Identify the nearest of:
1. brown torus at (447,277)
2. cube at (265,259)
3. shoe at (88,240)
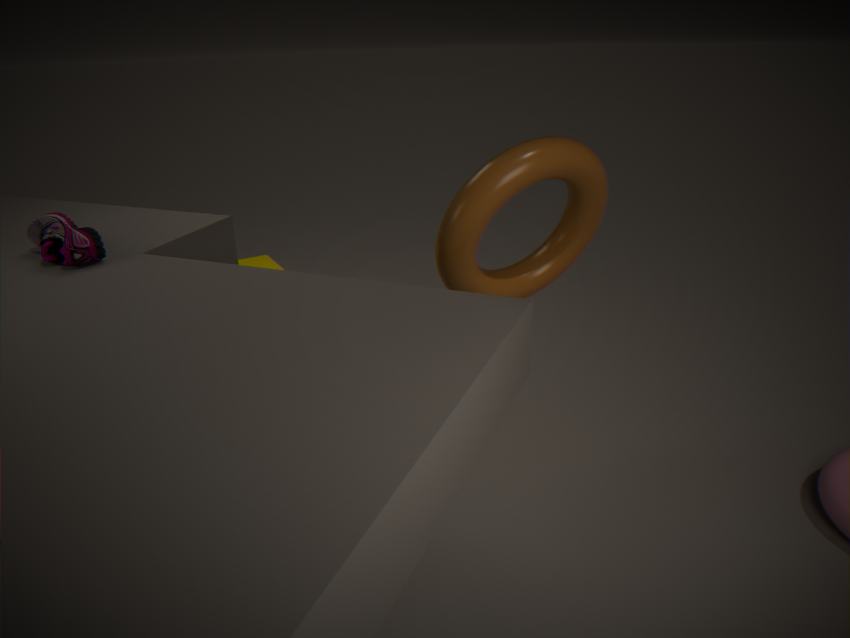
brown torus at (447,277)
